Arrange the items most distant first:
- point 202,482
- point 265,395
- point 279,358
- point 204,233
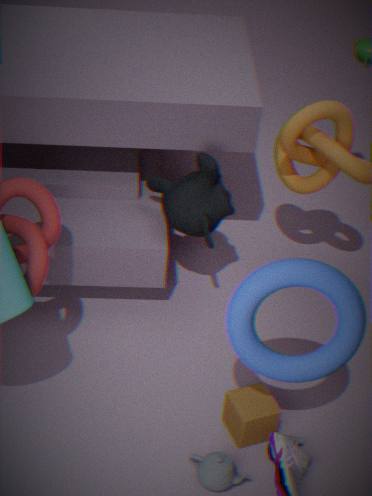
point 204,233 → point 265,395 → point 202,482 → point 279,358
